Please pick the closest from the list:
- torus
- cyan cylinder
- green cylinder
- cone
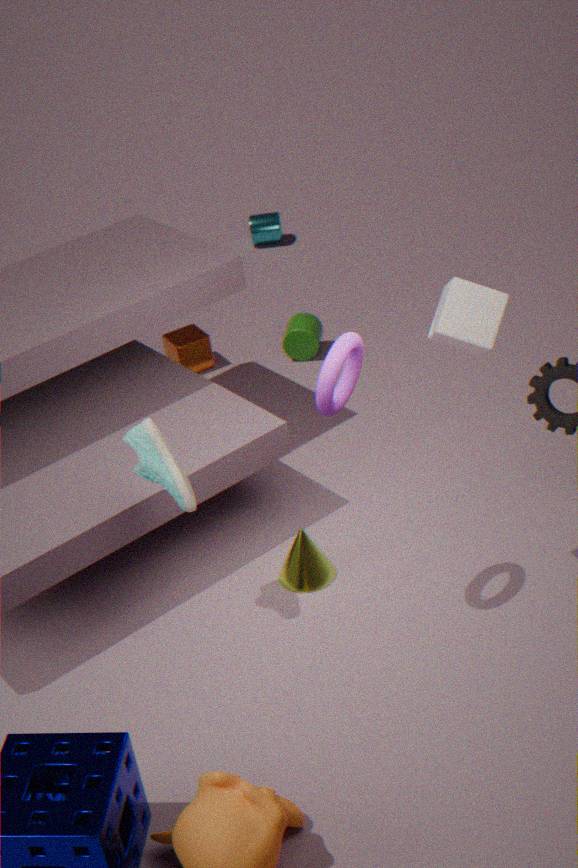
torus
